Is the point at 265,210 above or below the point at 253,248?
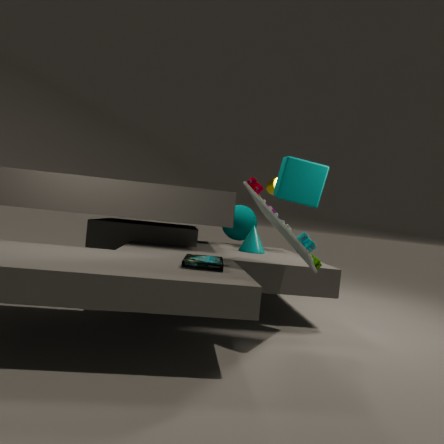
above
